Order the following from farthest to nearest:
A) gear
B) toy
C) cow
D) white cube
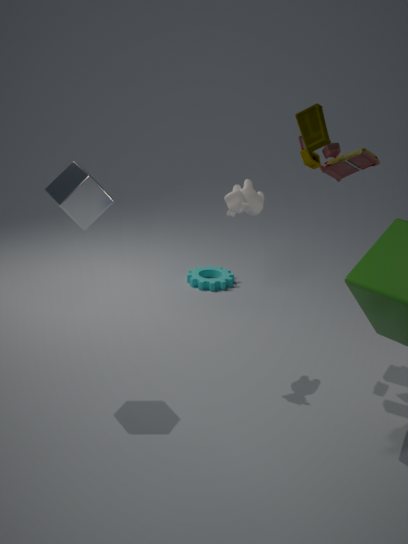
gear, cow, toy, white cube
